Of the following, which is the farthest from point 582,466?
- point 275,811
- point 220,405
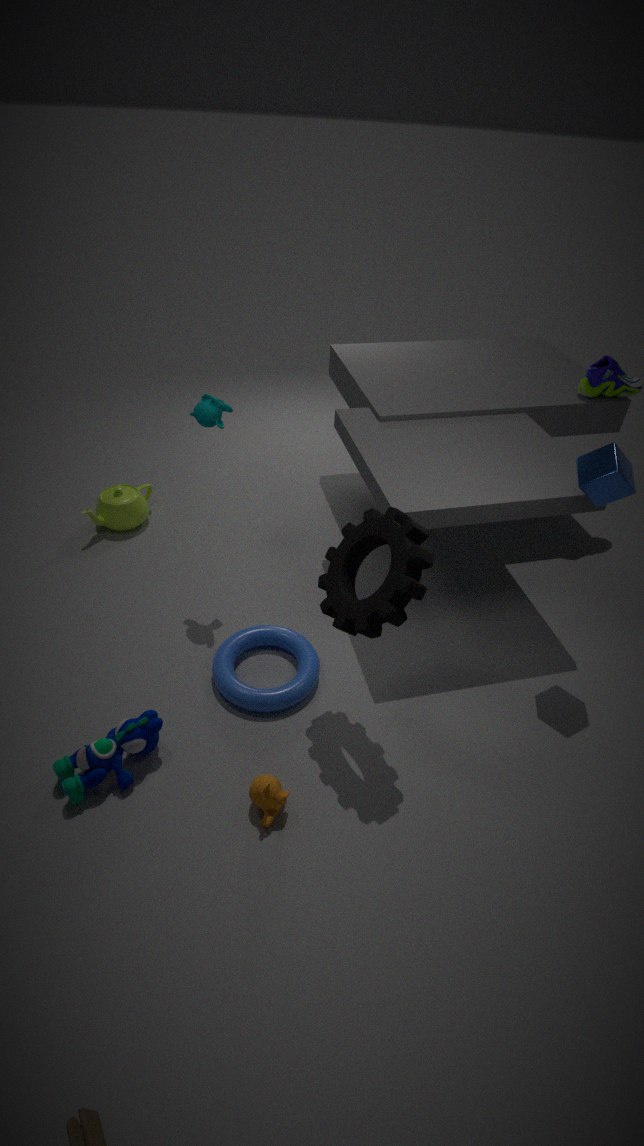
point 275,811
